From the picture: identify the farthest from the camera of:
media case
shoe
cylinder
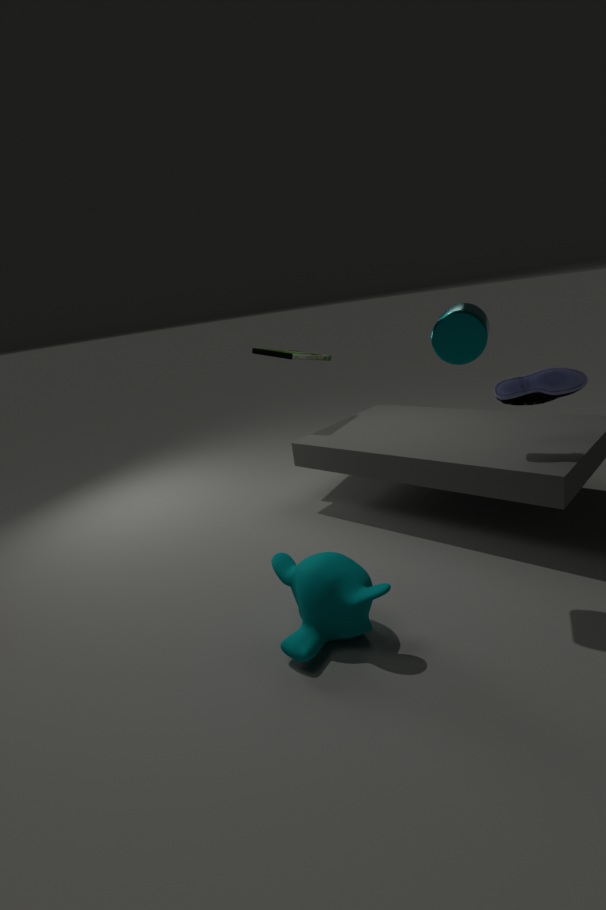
media case
